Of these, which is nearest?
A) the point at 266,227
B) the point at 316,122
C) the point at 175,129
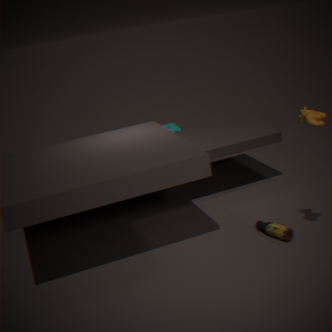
the point at 316,122
